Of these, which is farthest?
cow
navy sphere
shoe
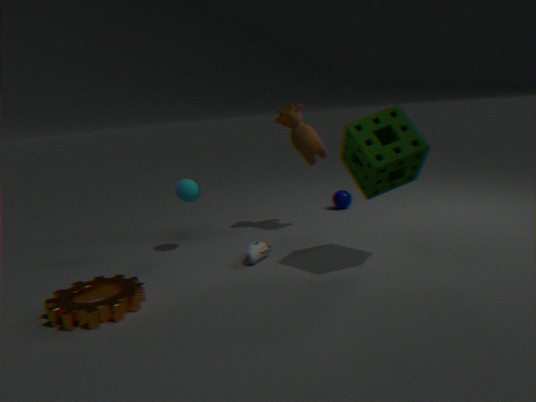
navy sphere
